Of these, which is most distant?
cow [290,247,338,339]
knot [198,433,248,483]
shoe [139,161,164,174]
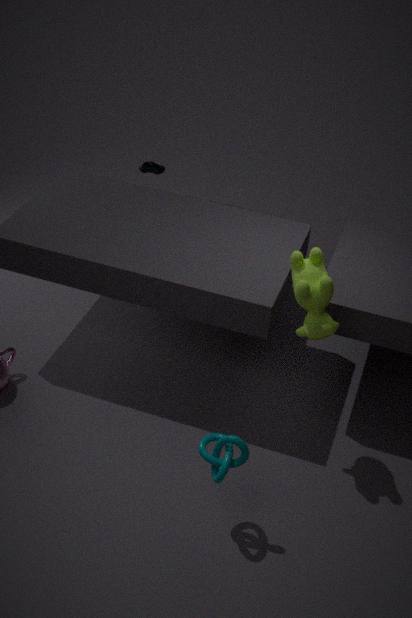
shoe [139,161,164,174]
